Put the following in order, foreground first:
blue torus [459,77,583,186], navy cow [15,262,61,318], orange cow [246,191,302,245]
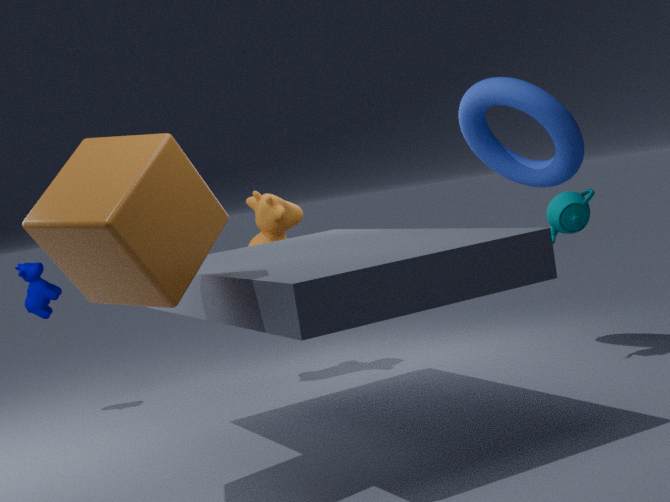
blue torus [459,77,583,186]
orange cow [246,191,302,245]
navy cow [15,262,61,318]
